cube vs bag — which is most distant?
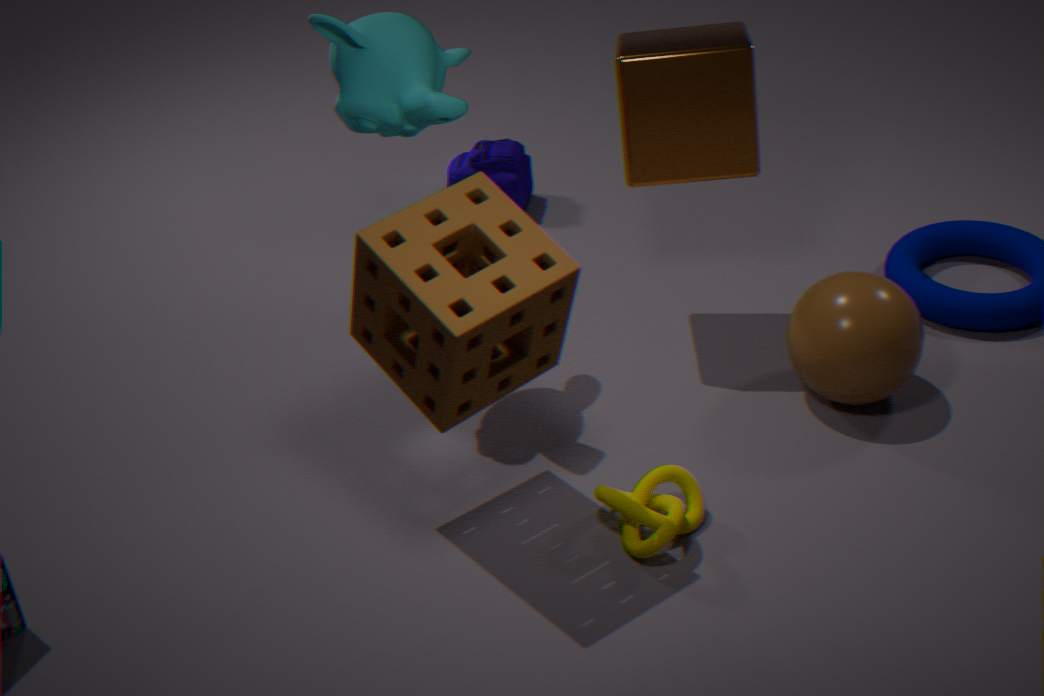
bag
